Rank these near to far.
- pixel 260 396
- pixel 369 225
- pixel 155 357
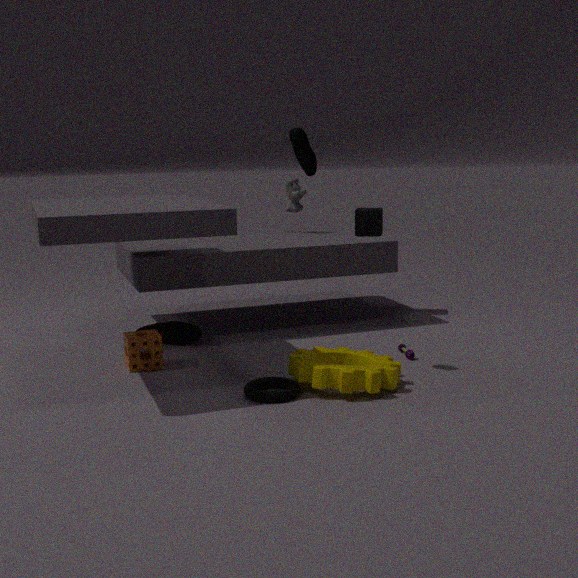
pixel 260 396 < pixel 155 357 < pixel 369 225
